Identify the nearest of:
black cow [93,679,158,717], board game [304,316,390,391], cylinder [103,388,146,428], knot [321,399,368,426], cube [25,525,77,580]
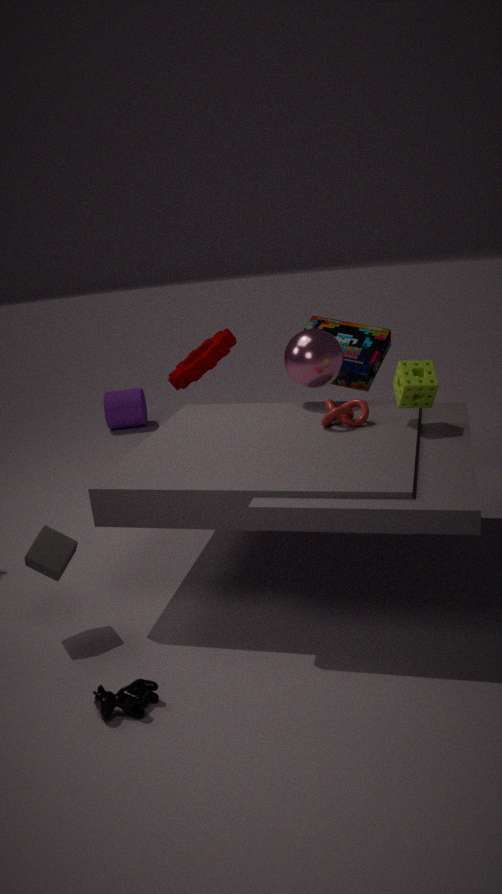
black cow [93,679,158,717]
